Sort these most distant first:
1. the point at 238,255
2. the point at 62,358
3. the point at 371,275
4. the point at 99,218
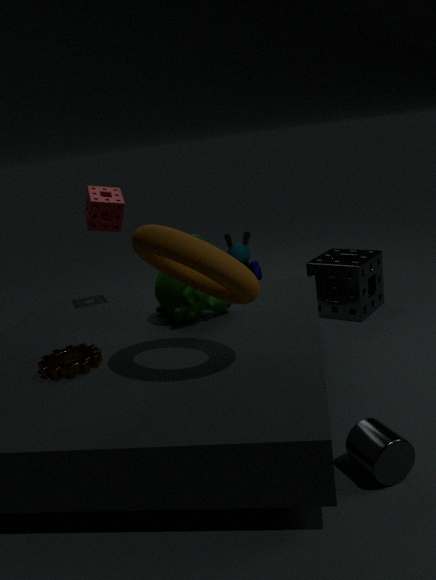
the point at 238,255 → the point at 371,275 → the point at 99,218 → the point at 62,358
